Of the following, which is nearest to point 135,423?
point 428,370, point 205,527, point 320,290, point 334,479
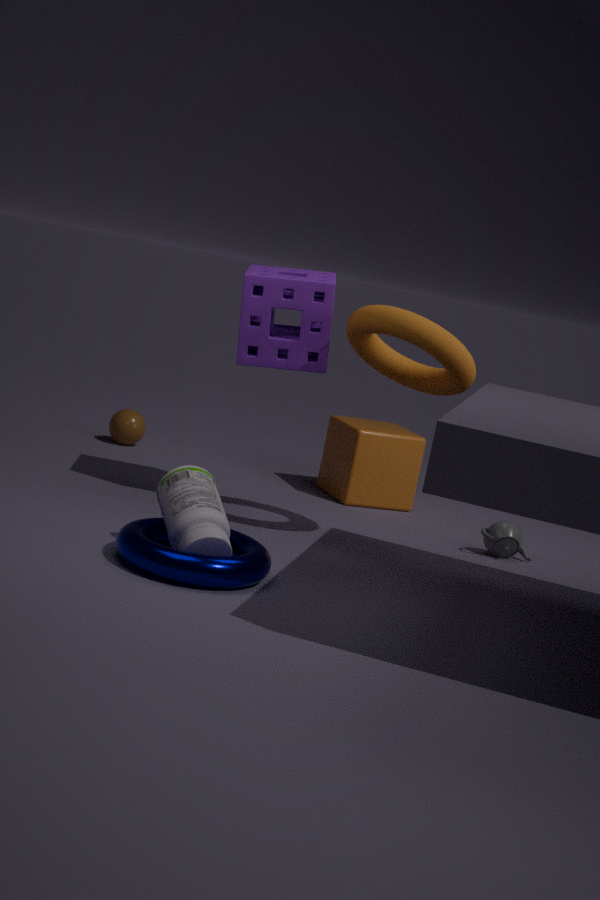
point 334,479
